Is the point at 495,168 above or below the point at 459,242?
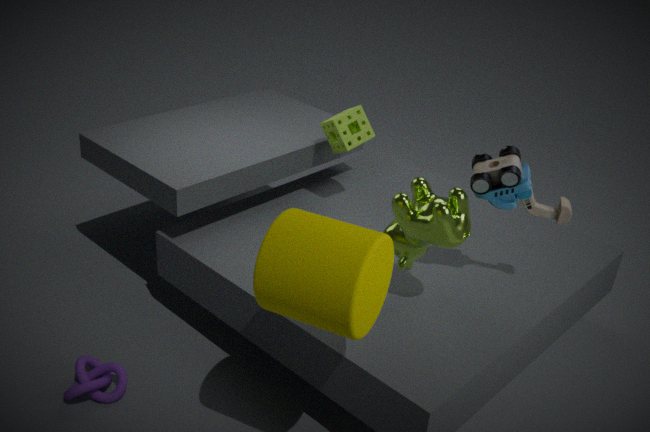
above
